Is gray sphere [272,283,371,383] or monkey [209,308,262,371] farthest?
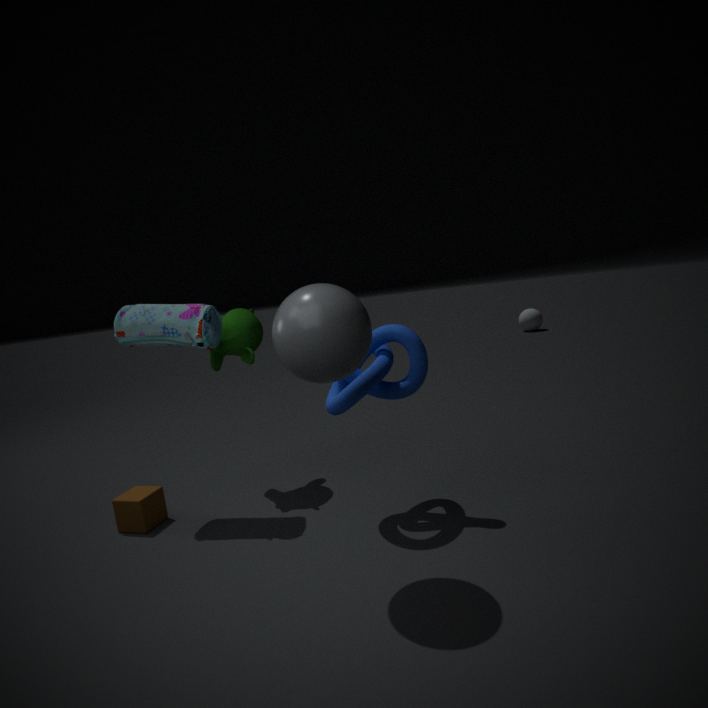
monkey [209,308,262,371]
